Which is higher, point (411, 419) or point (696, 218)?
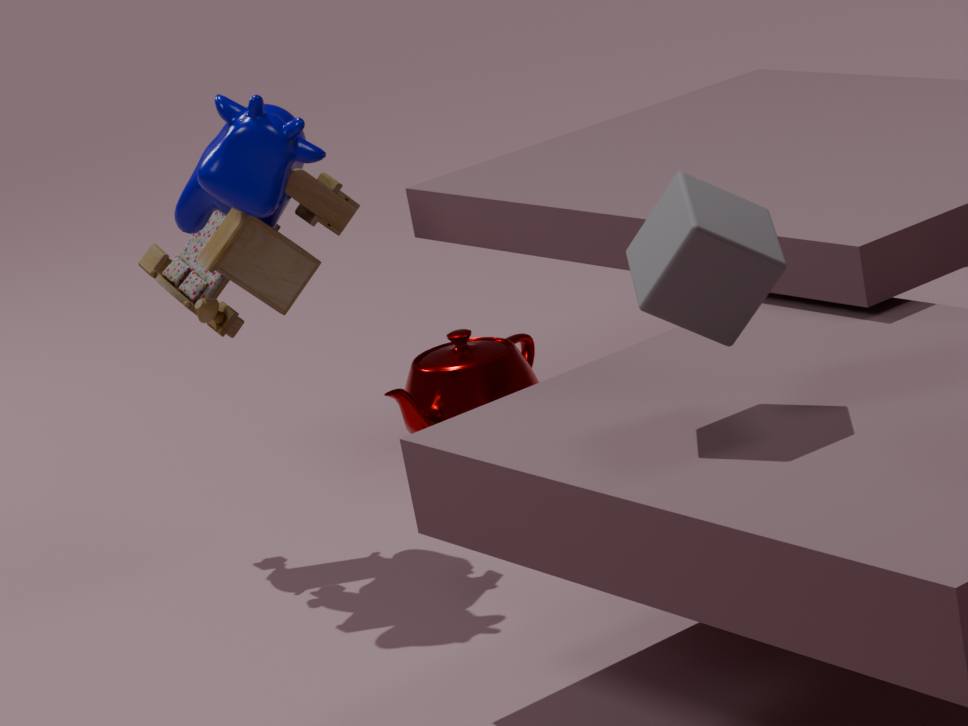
point (696, 218)
